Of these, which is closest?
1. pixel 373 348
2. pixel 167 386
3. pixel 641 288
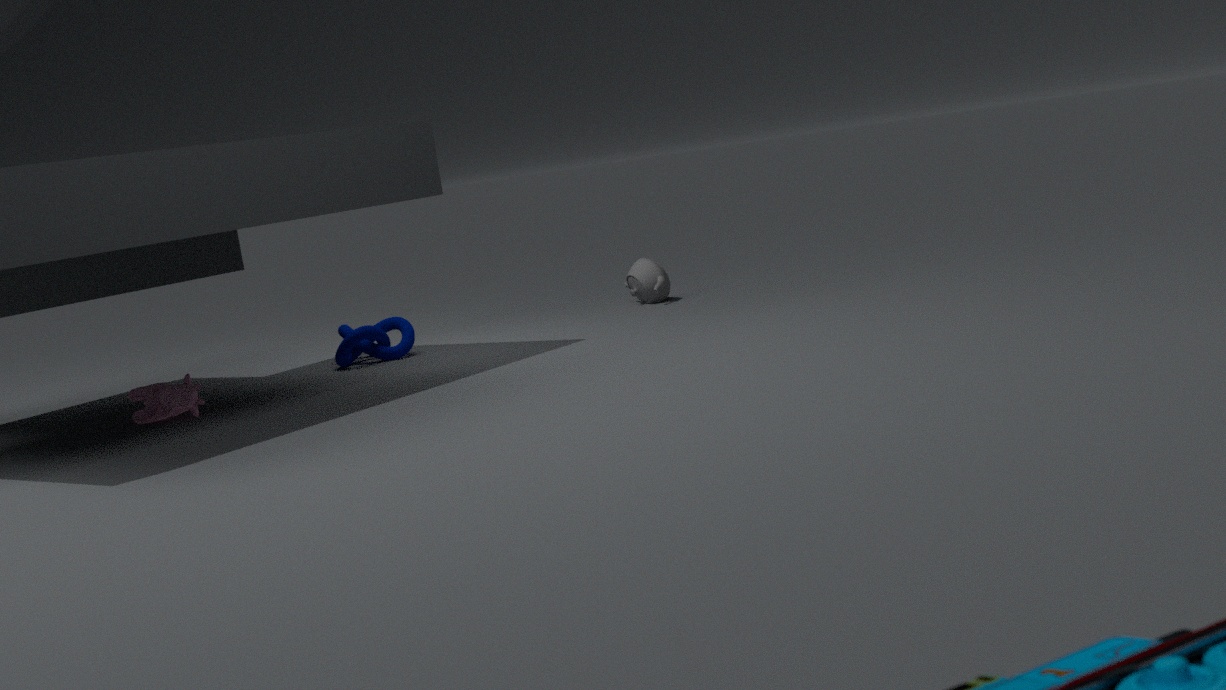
pixel 167 386
